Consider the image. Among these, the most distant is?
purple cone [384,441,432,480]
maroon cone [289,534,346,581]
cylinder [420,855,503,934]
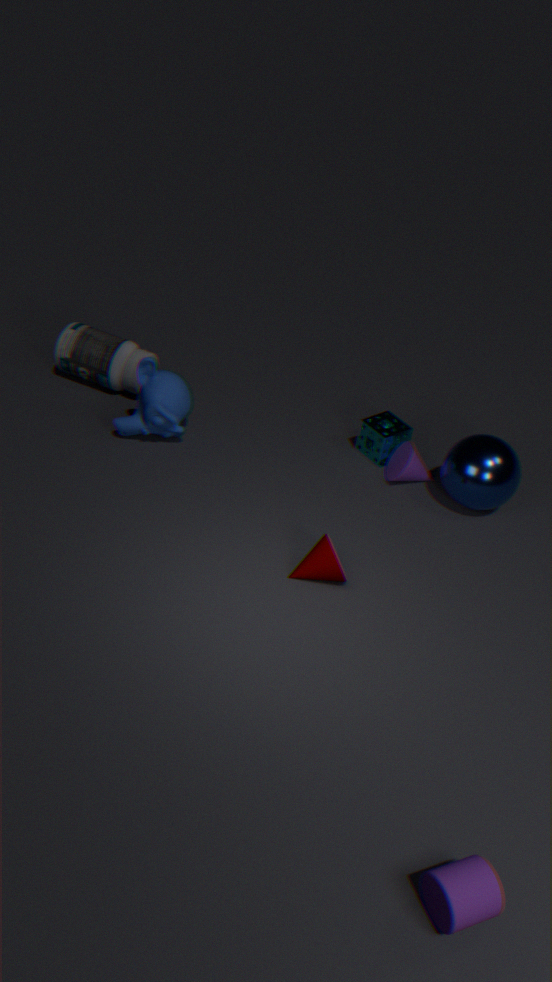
purple cone [384,441,432,480]
